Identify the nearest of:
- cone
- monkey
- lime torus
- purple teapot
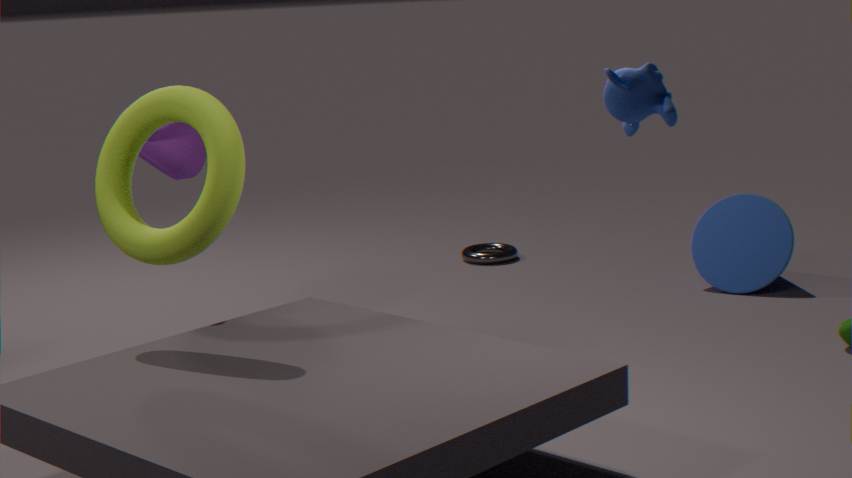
monkey
